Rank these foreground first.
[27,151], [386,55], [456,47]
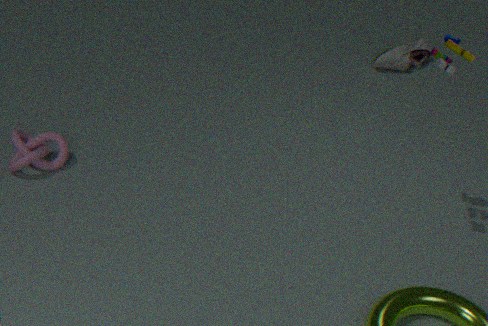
[456,47] < [27,151] < [386,55]
